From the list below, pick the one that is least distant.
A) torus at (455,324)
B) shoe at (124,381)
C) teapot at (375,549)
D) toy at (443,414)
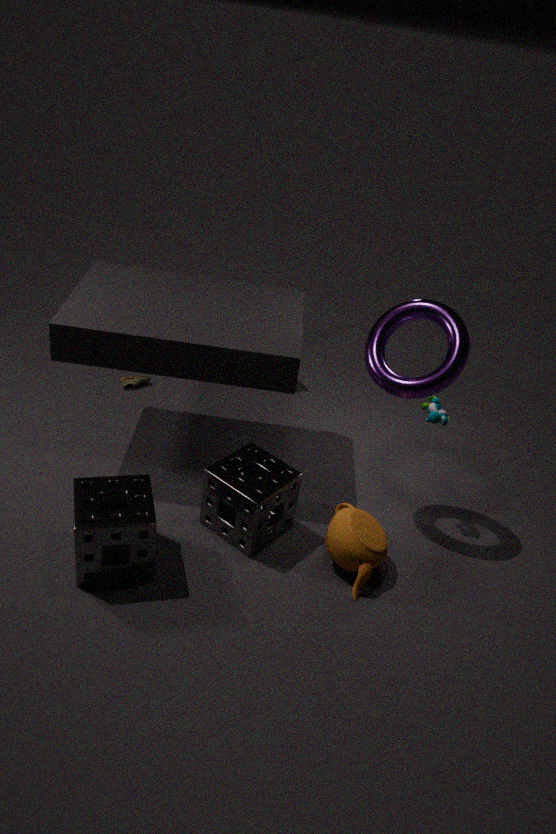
teapot at (375,549)
